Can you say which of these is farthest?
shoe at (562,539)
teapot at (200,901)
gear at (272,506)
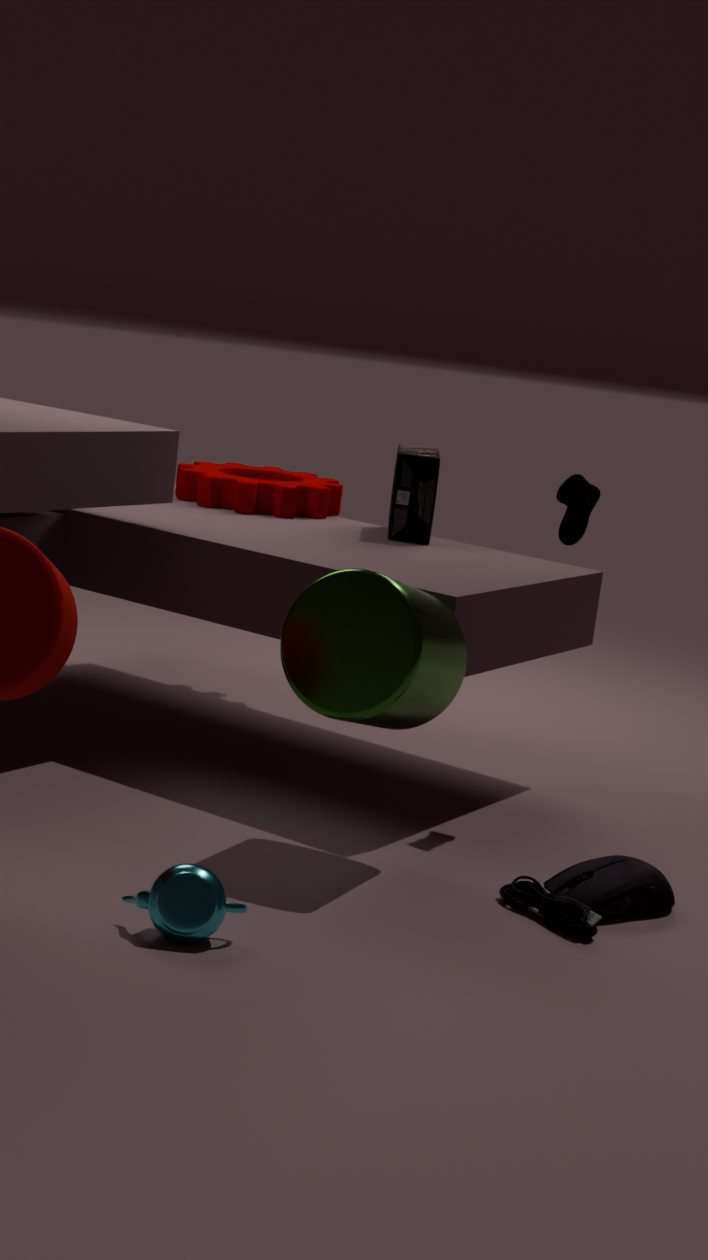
gear at (272,506)
